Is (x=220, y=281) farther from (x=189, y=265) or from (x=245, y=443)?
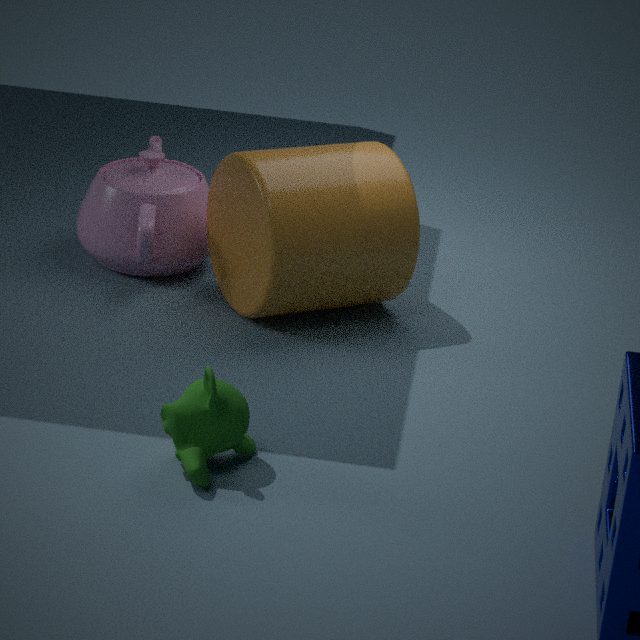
(x=245, y=443)
